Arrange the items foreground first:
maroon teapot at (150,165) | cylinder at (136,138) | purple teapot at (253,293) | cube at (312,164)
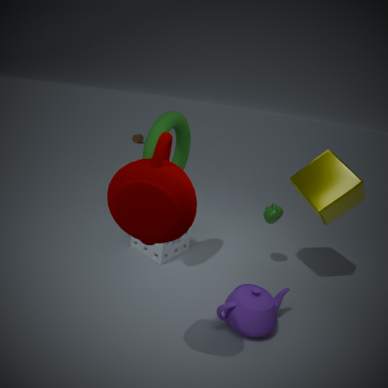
1. maroon teapot at (150,165)
2. purple teapot at (253,293)
3. cube at (312,164)
4. cylinder at (136,138)
